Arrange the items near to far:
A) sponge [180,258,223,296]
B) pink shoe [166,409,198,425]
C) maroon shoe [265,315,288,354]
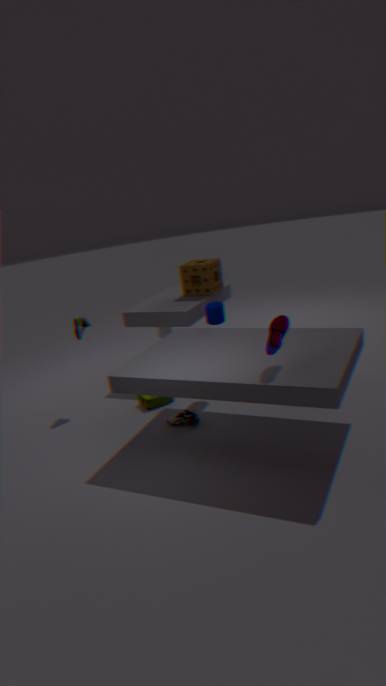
1. maroon shoe [265,315,288,354]
2. pink shoe [166,409,198,425]
3. sponge [180,258,223,296]
